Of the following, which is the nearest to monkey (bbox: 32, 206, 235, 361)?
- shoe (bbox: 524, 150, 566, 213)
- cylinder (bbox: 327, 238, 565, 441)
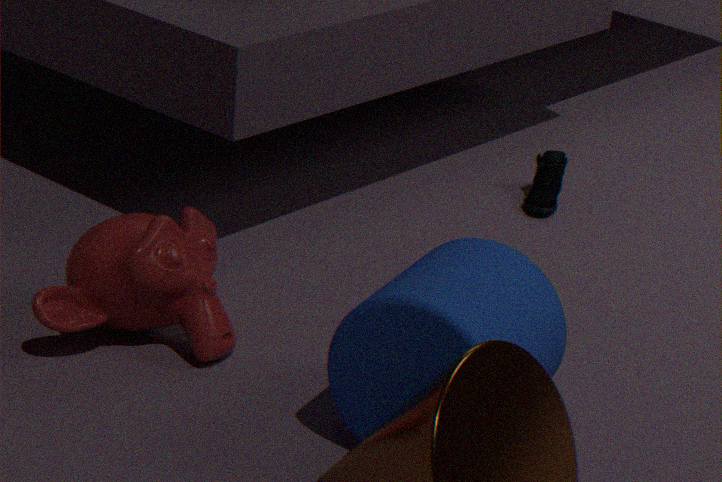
cylinder (bbox: 327, 238, 565, 441)
